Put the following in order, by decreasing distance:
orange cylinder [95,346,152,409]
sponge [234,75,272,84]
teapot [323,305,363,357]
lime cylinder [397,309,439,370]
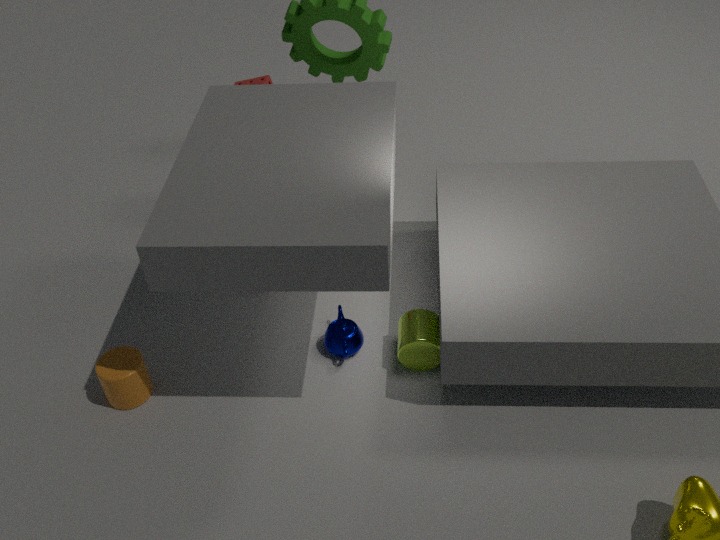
1. sponge [234,75,272,84]
2. teapot [323,305,363,357]
3. lime cylinder [397,309,439,370]
4. orange cylinder [95,346,152,409]
